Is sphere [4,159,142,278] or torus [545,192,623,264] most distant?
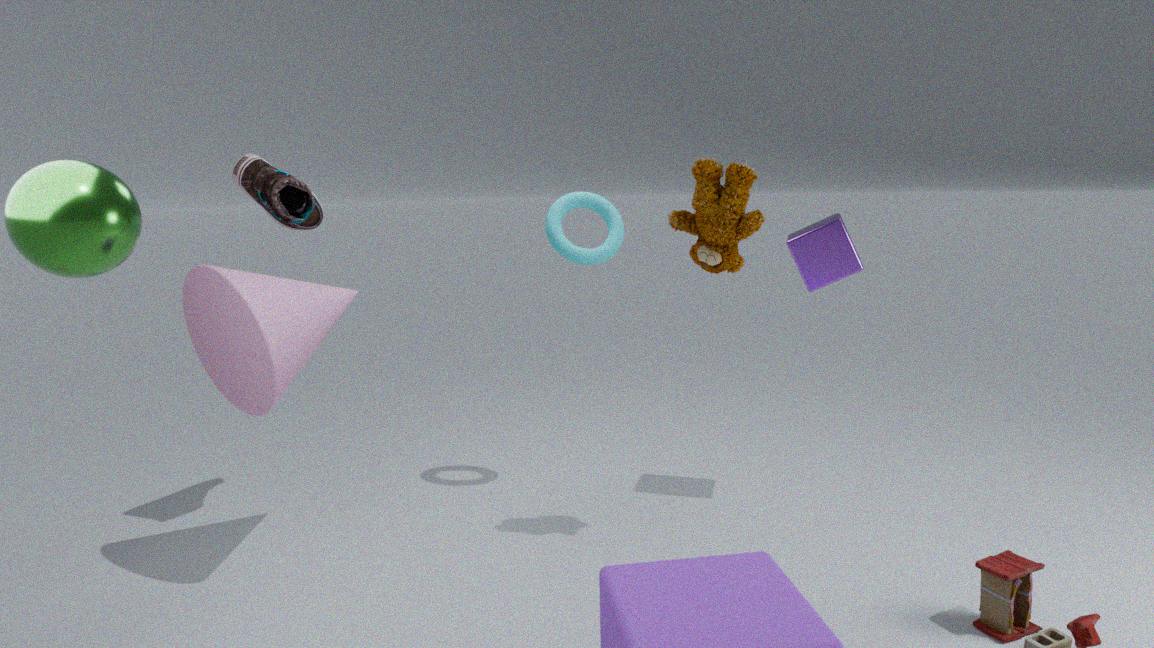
torus [545,192,623,264]
